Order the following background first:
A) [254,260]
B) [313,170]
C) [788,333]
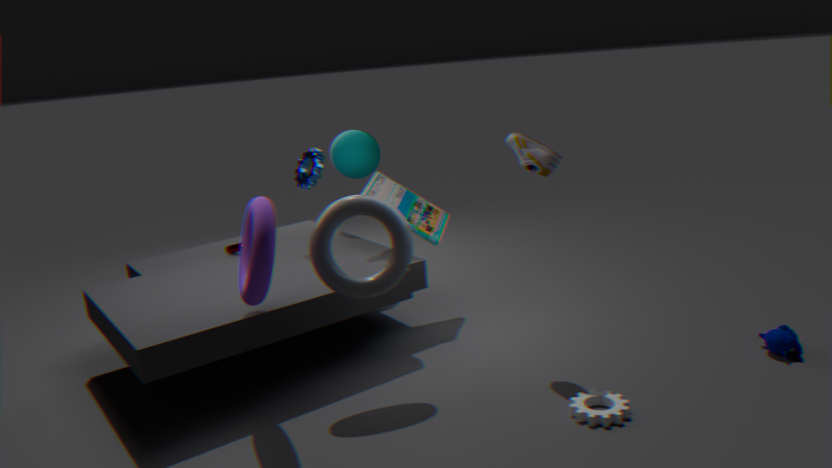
[313,170] → [788,333] → [254,260]
